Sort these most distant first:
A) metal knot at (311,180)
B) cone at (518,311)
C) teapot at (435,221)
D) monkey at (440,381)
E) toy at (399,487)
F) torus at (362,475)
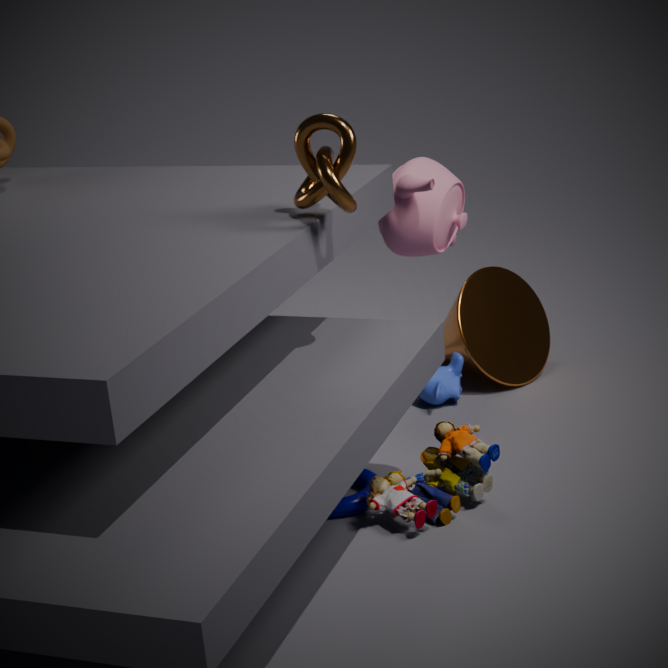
1. cone at (518,311)
2. monkey at (440,381)
3. teapot at (435,221)
4. torus at (362,475)
5. toy at (399,487)
6. metal knot at (311,180)
